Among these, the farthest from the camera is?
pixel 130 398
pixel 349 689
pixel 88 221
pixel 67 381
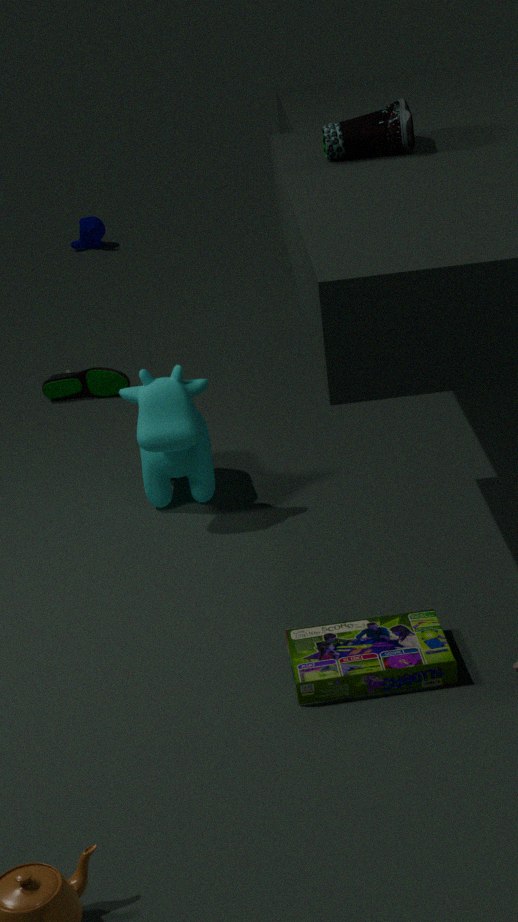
pixel 88 221
